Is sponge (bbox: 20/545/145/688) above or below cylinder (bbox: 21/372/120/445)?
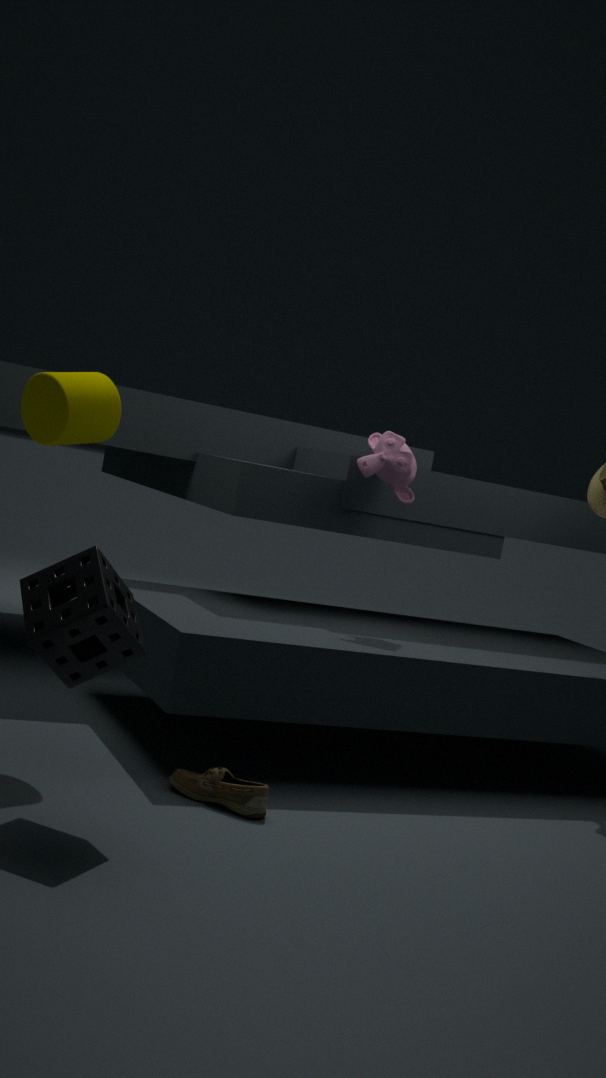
below
